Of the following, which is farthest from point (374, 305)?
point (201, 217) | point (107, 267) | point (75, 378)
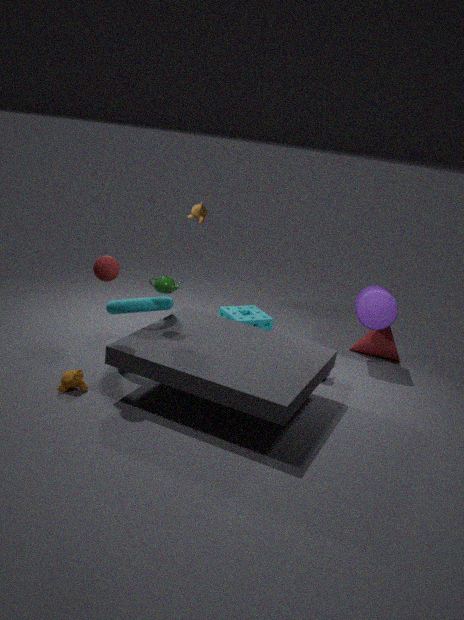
point (75, 378)
